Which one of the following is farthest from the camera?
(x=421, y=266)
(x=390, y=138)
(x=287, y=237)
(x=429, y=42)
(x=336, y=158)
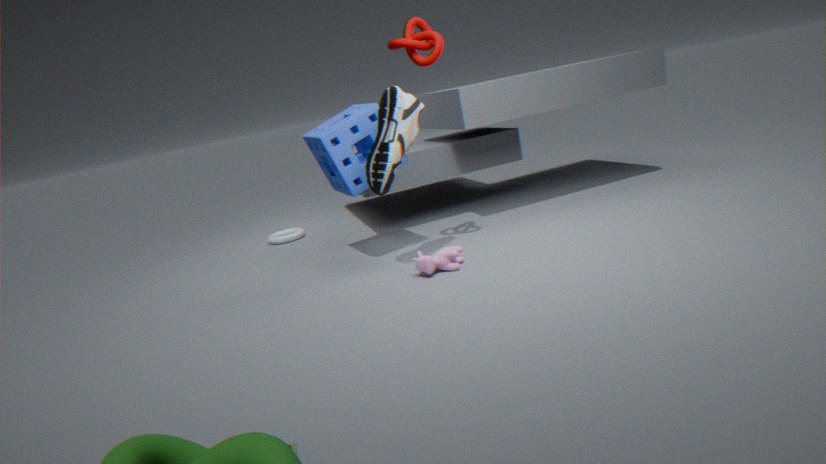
(x=287, y=237)
